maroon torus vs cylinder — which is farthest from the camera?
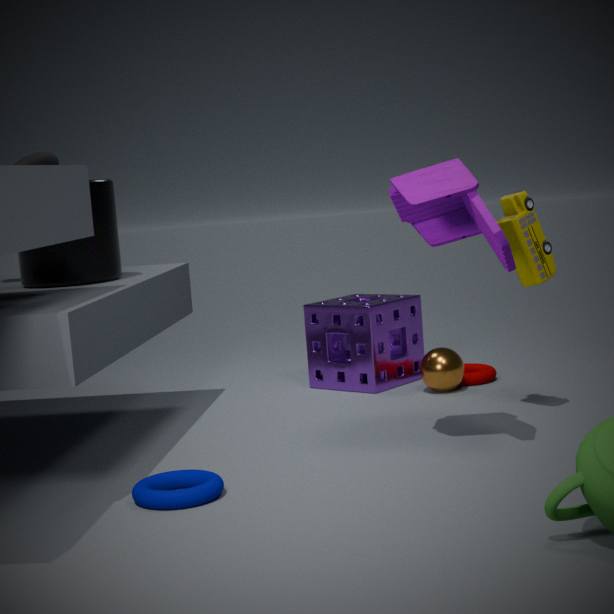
maroon torus
